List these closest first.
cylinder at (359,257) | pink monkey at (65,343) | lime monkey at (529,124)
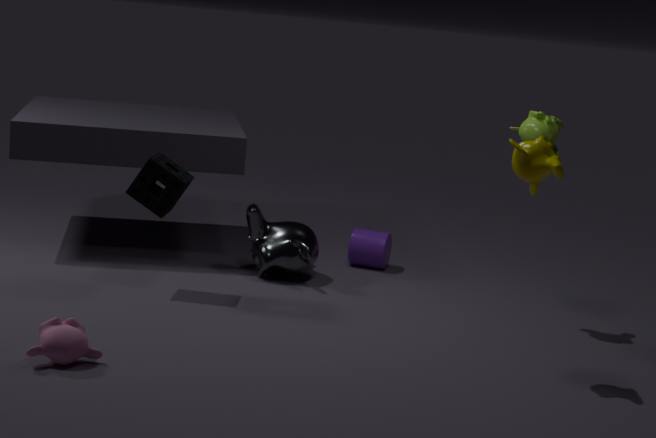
pink monkey at (65,343), lime monkey at (529,124), cylinder at (359,257)
